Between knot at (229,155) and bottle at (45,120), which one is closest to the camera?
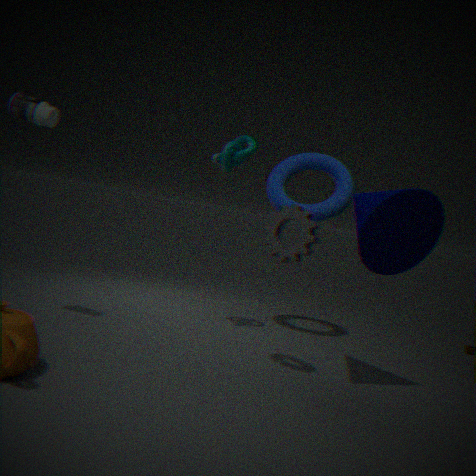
bottle at (45,120)
